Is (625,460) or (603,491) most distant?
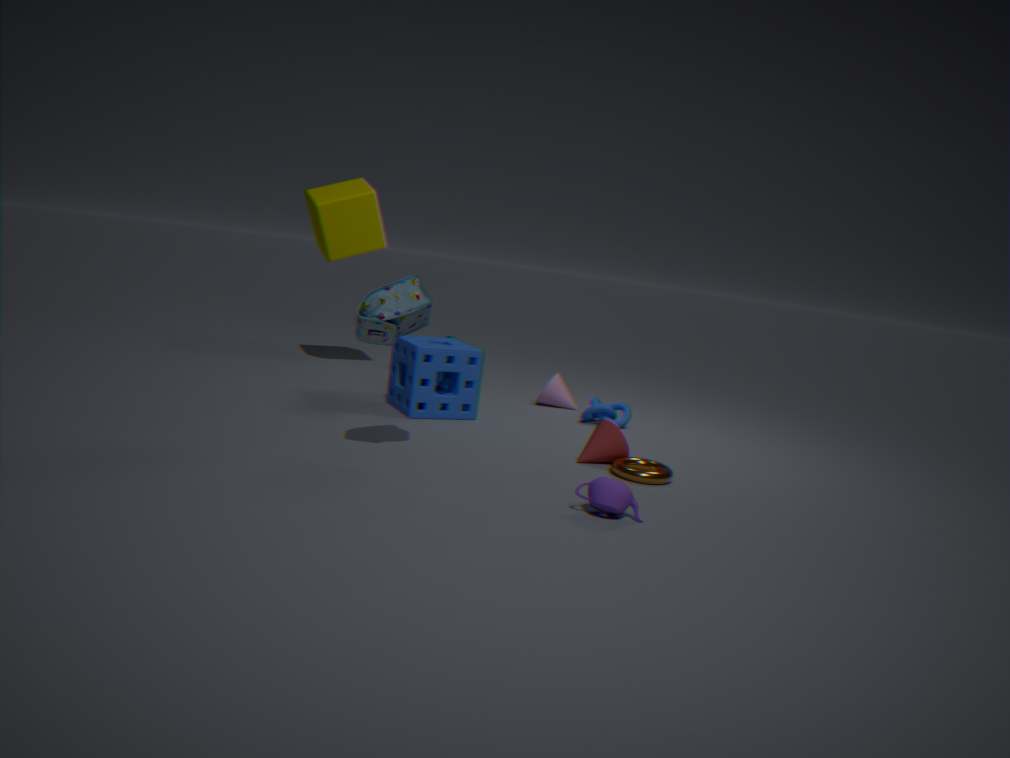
(625,460)
